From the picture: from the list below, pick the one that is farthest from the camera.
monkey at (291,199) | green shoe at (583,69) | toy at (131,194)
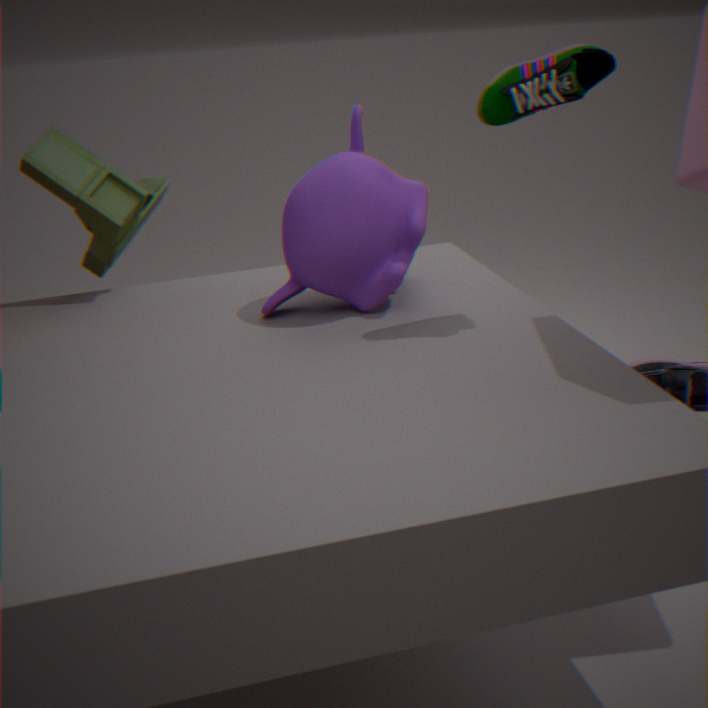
toy at (131,194)
